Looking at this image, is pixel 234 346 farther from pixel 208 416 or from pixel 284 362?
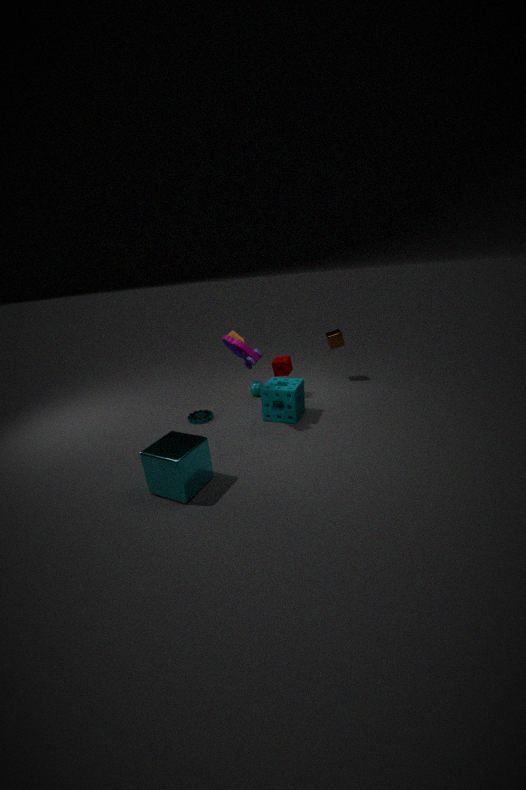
pixel 208 416
